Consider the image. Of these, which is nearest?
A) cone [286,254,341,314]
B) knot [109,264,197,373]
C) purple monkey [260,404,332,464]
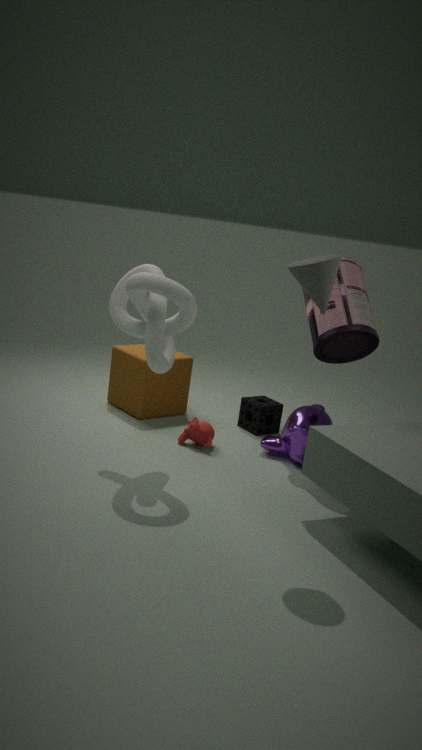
cone [286,254,341,314]
